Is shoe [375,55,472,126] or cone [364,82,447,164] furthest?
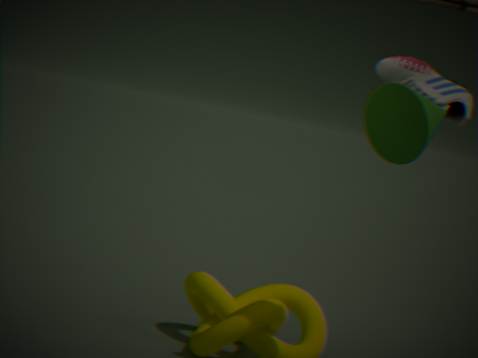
shoe [375,55,472,126]
